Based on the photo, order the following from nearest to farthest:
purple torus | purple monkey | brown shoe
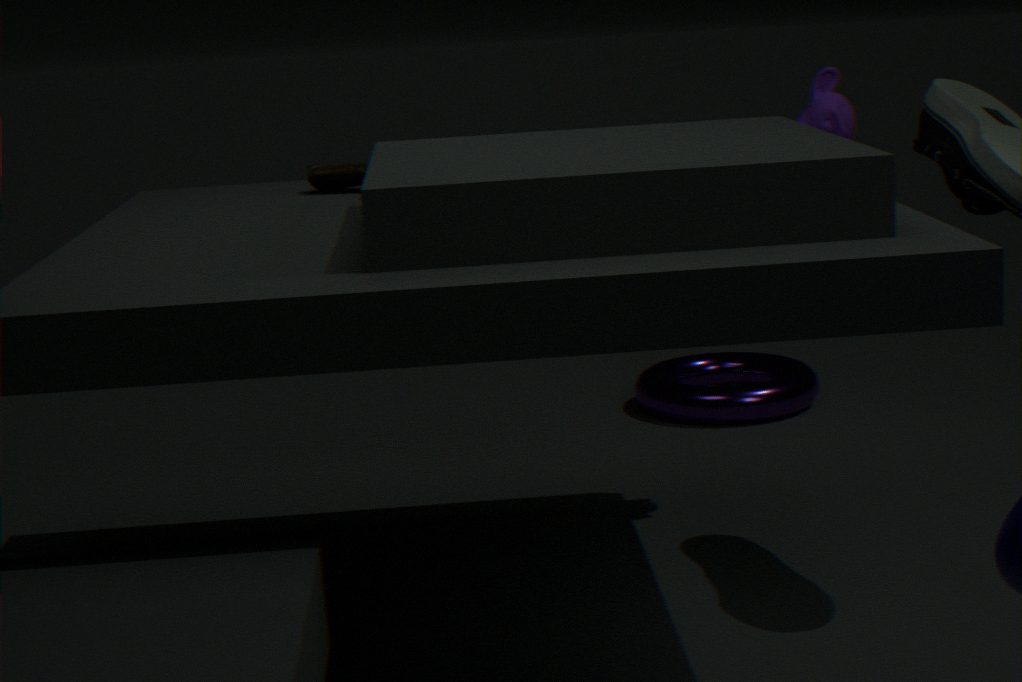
brown shoe
purple monkey
purple torus
